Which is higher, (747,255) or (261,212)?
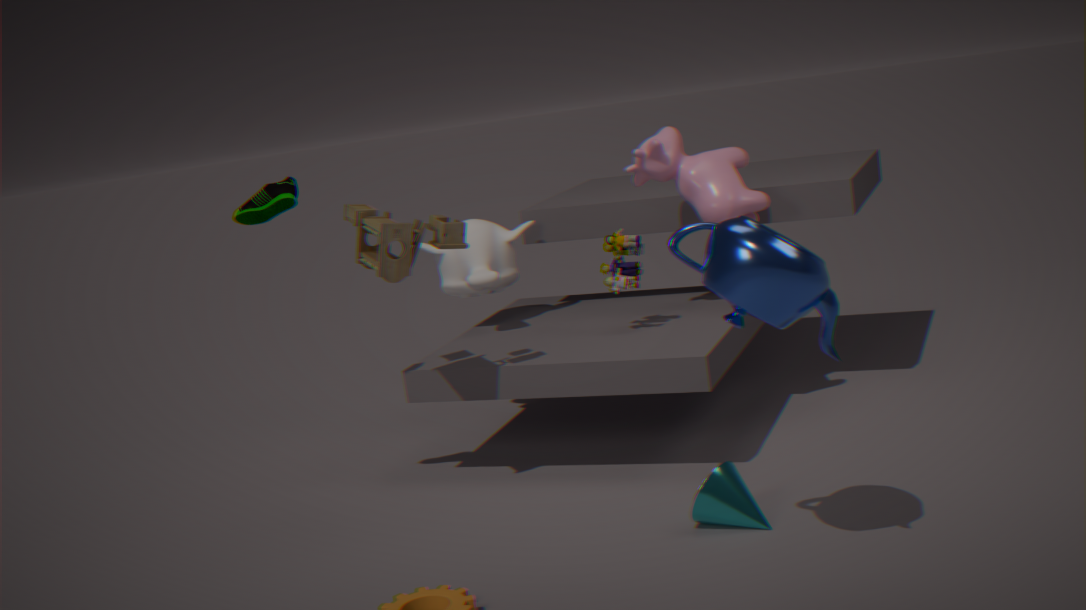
(261,212)
